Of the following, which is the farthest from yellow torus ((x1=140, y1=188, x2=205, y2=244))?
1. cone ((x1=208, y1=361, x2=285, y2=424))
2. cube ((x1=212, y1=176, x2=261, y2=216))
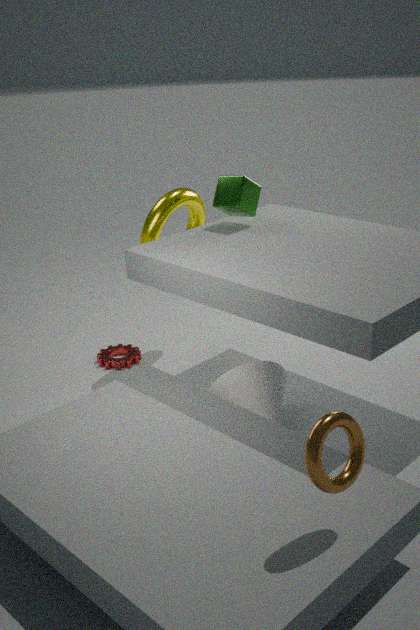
cone ((x1=208, y1=361, x2=285, y2=424))
